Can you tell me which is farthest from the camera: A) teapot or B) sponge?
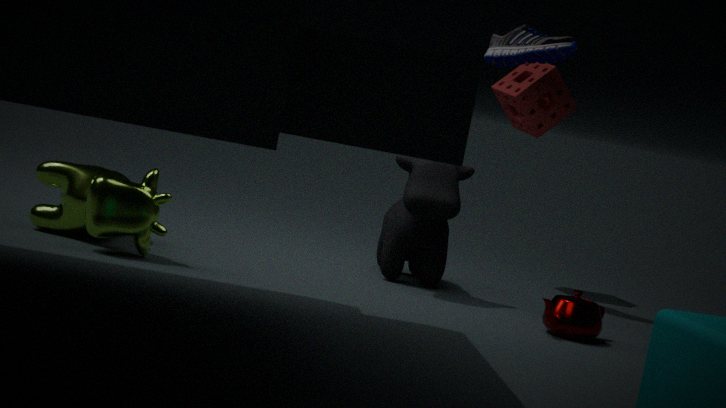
B. sponge
